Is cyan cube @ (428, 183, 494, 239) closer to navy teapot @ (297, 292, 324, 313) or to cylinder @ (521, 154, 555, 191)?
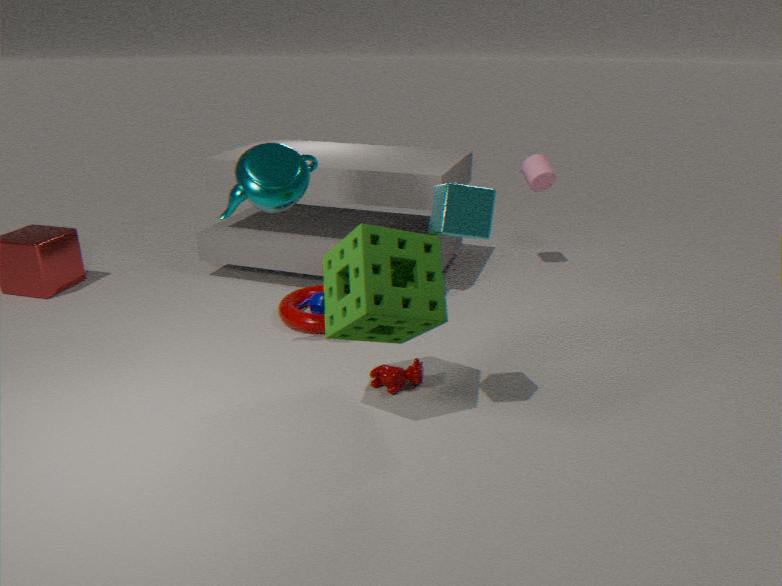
navy teapot @ (297, 292, 324, 313)
